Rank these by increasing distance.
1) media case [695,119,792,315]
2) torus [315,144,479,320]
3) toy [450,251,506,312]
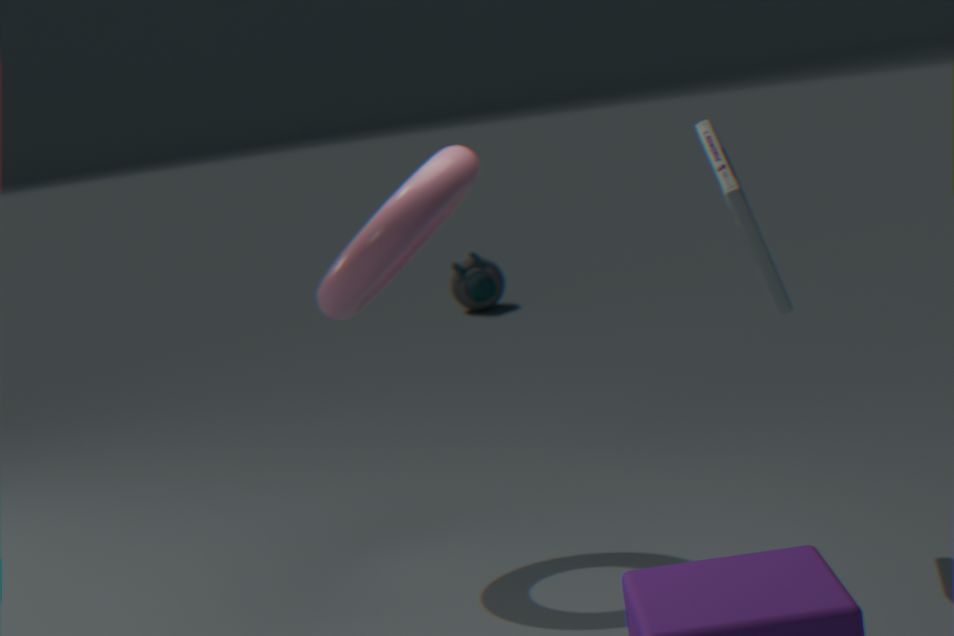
1. media case [695,119,792,315] < 2. torus [315,144,479,320] < 3. toy [450,251,506,312]
